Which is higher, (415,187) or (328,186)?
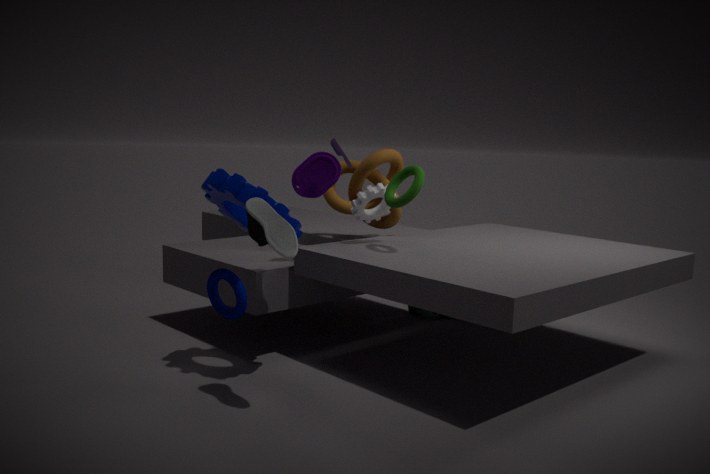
(328,186)
